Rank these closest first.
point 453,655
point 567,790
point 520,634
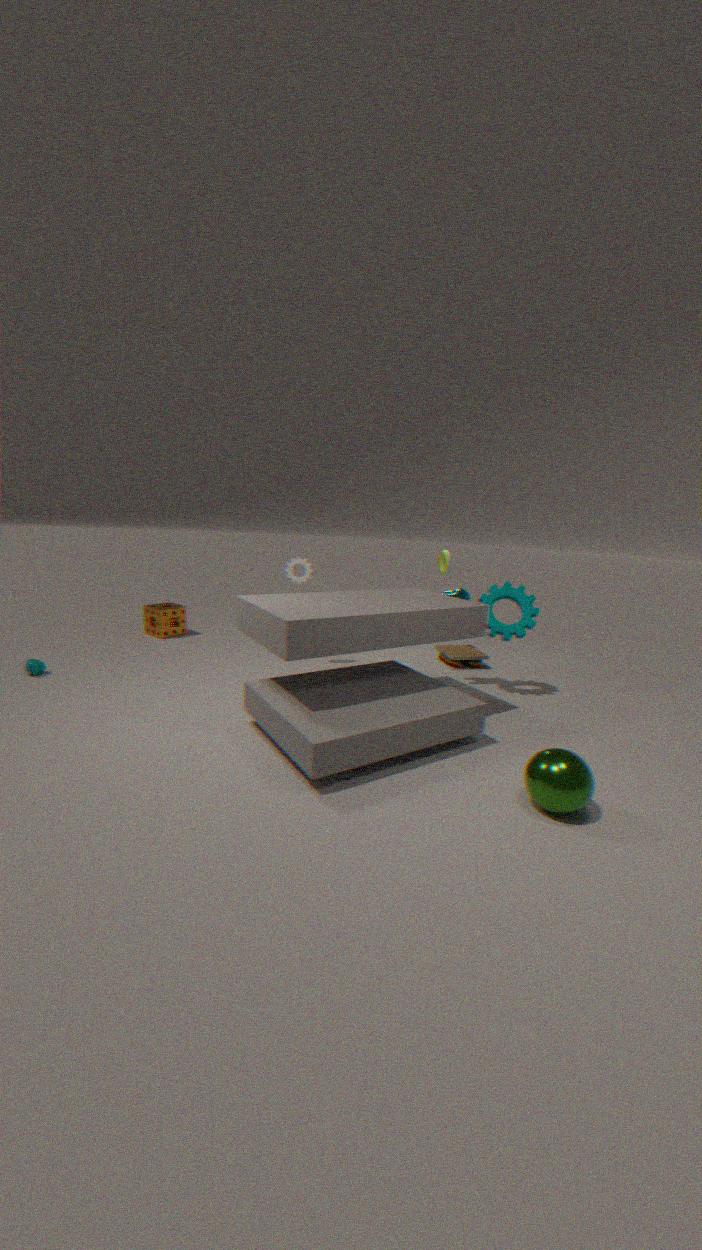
point 567,790
point 520,634
point 453,655
